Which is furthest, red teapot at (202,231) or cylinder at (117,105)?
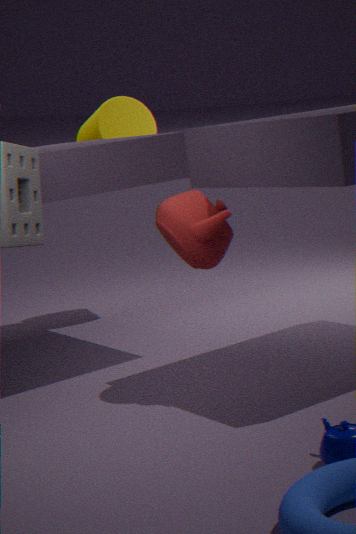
cylinder at (117,105)
